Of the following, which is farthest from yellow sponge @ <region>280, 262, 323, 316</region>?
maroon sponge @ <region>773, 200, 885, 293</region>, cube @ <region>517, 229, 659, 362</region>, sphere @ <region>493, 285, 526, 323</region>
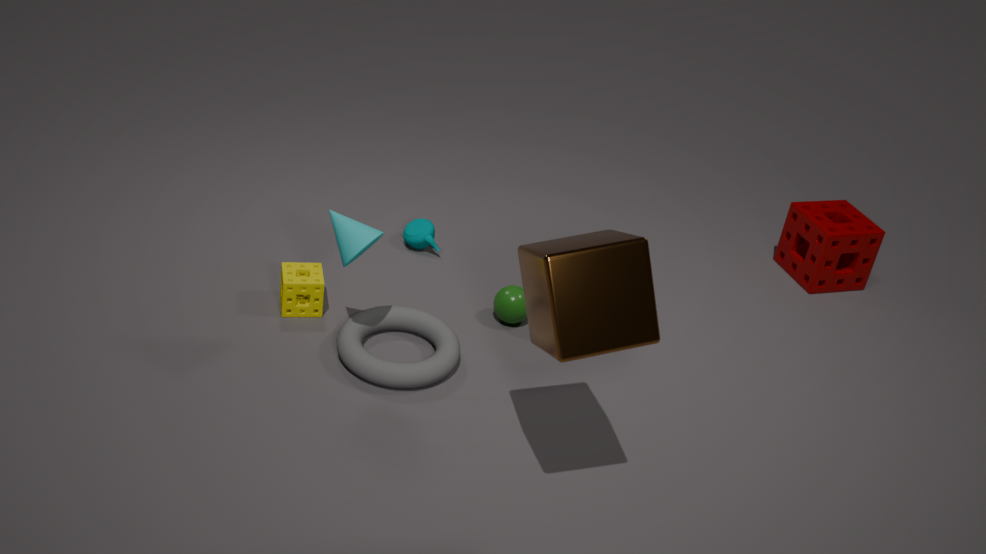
maroon sponge @ <region>773, 200, 885, 293</region>
